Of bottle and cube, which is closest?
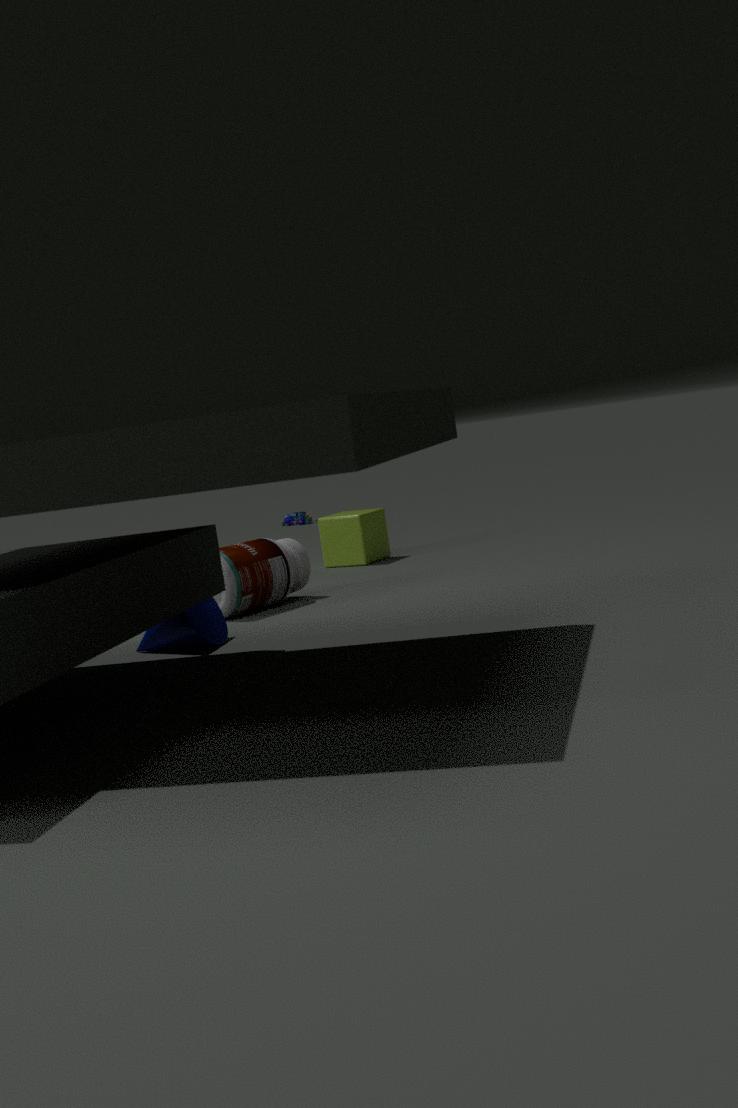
bottle
